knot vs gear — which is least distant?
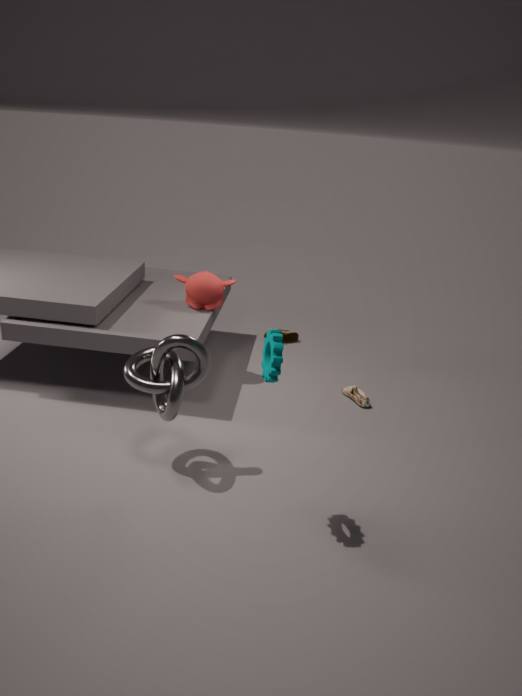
gear
